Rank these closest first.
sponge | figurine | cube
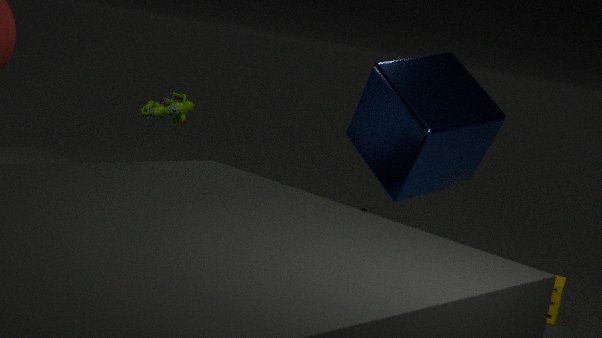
1. cube
2. sponge
3. figurine
